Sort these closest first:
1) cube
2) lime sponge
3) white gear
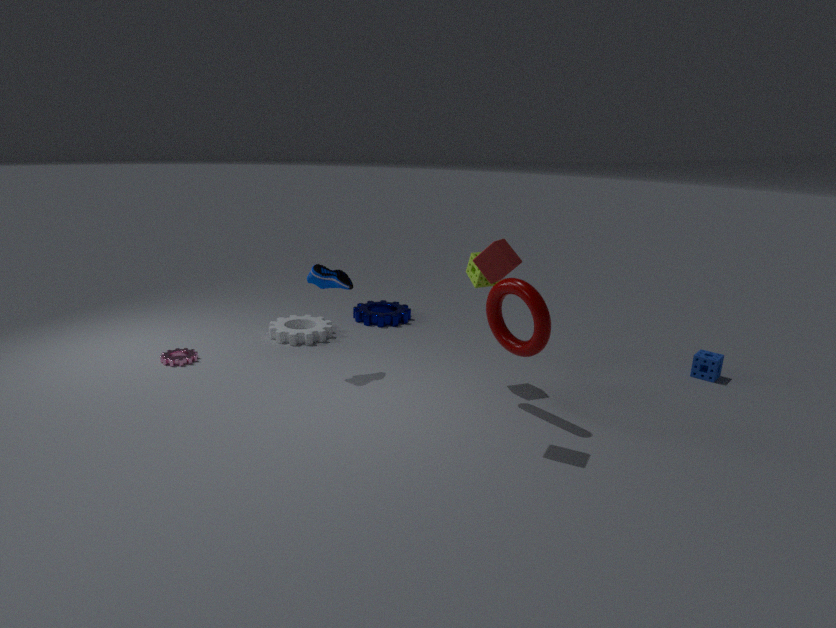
1. cube < 2. lime sponge < 3. white gear
